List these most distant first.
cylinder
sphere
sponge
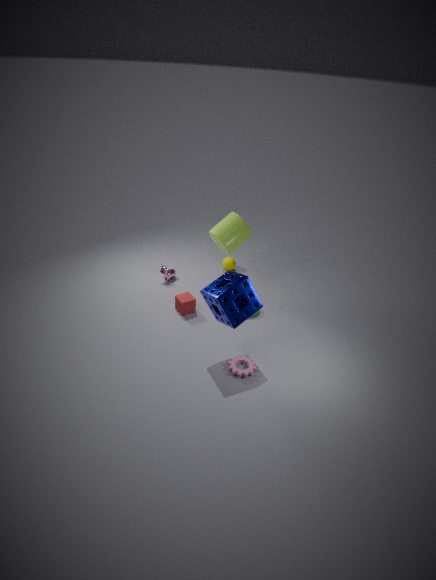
sphere → cylinder → sponge
